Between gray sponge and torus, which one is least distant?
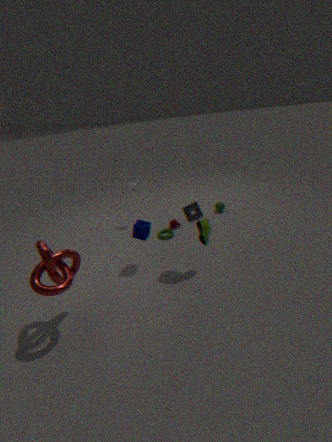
gray sponge
